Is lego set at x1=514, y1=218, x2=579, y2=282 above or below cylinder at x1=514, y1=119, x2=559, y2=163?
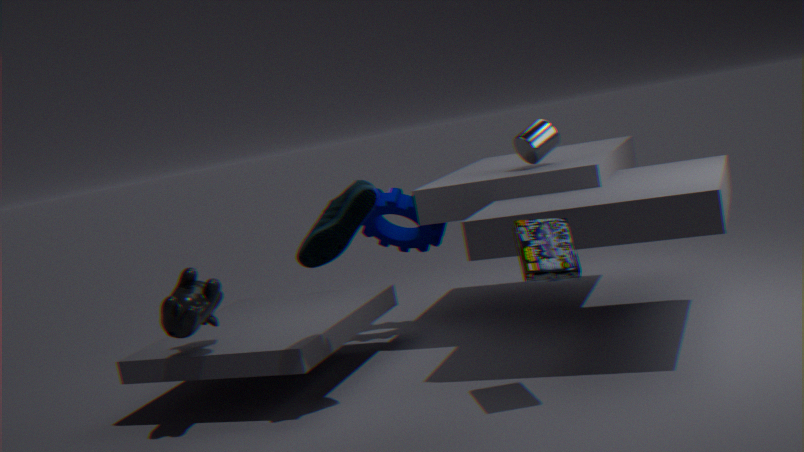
below
